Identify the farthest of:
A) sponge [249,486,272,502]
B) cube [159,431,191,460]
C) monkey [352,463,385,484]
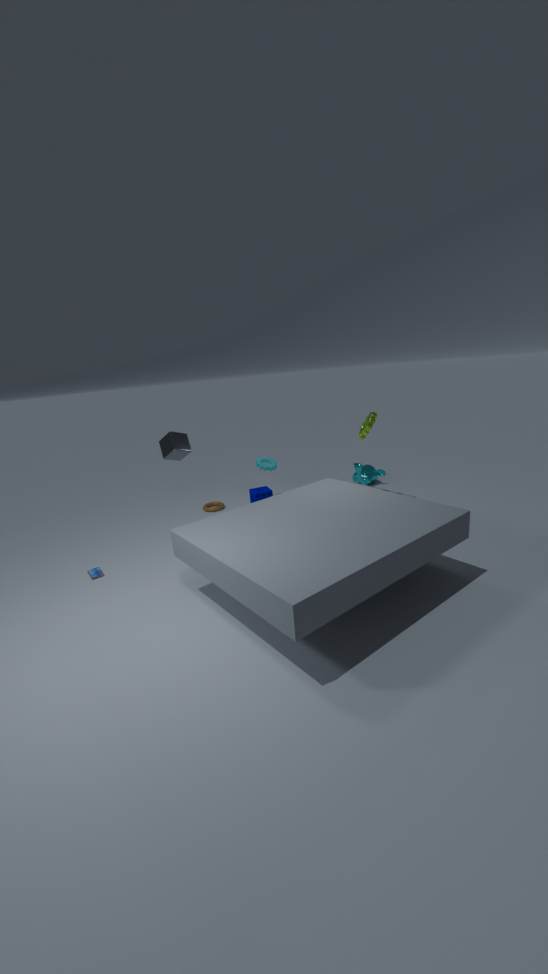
monkey [352,463,385,484]
